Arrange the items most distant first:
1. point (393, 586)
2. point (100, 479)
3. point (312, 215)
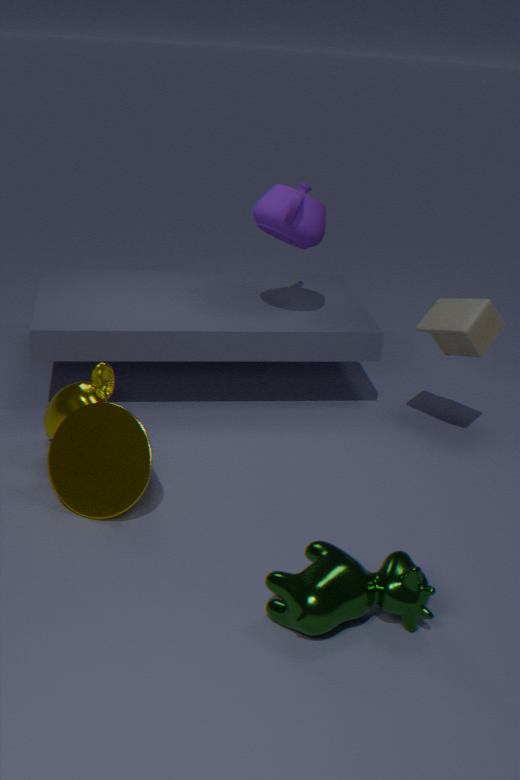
1. point (312, 215)
2. point (100, 479)
3. point (393, 586)
